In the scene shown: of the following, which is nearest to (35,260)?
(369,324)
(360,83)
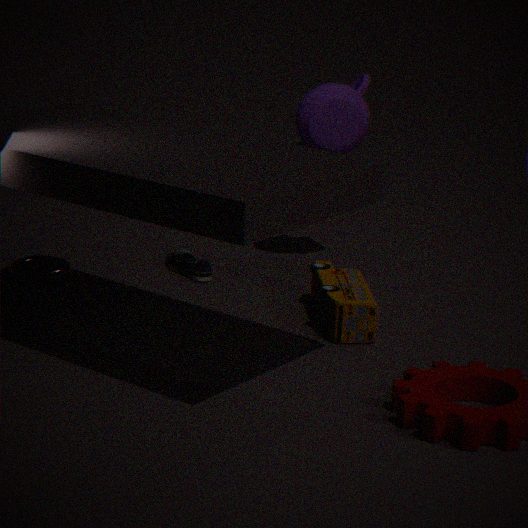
(369,324)
